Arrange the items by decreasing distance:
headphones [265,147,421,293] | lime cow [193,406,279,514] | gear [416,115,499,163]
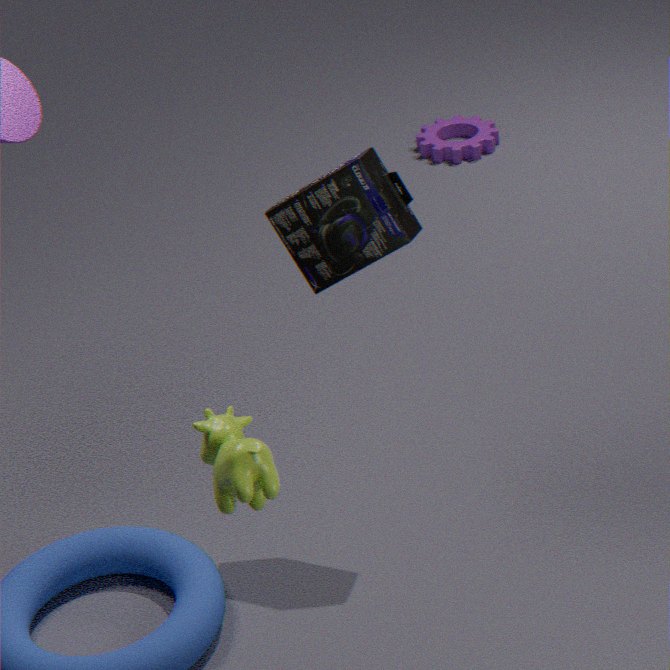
1. gear [416,115,499,163]
2. headphones [265,147,421,293]
3. lime cow [193,406,279,514]
